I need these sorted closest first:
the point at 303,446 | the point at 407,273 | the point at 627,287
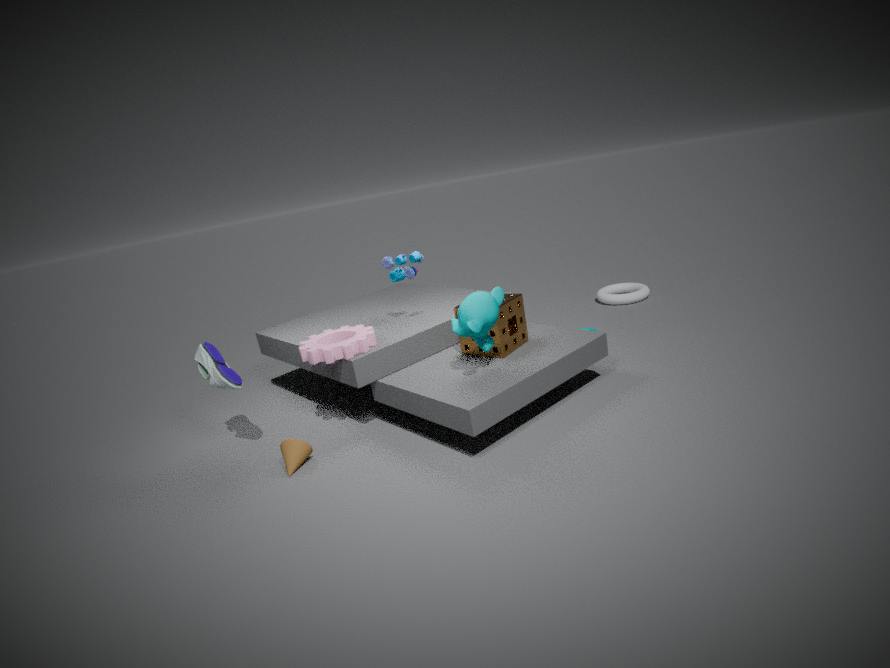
the point at 303,446, the point at 407,273, the point at 627,287
